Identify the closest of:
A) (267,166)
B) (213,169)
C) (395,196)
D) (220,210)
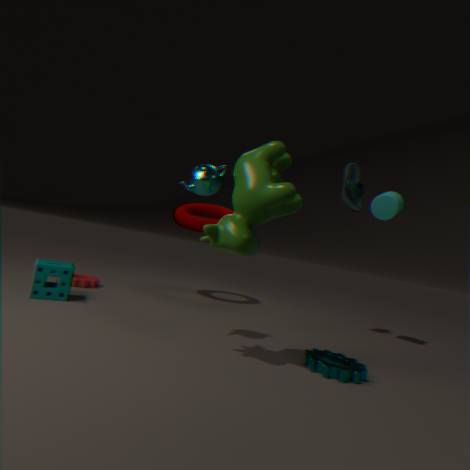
(267,166)
